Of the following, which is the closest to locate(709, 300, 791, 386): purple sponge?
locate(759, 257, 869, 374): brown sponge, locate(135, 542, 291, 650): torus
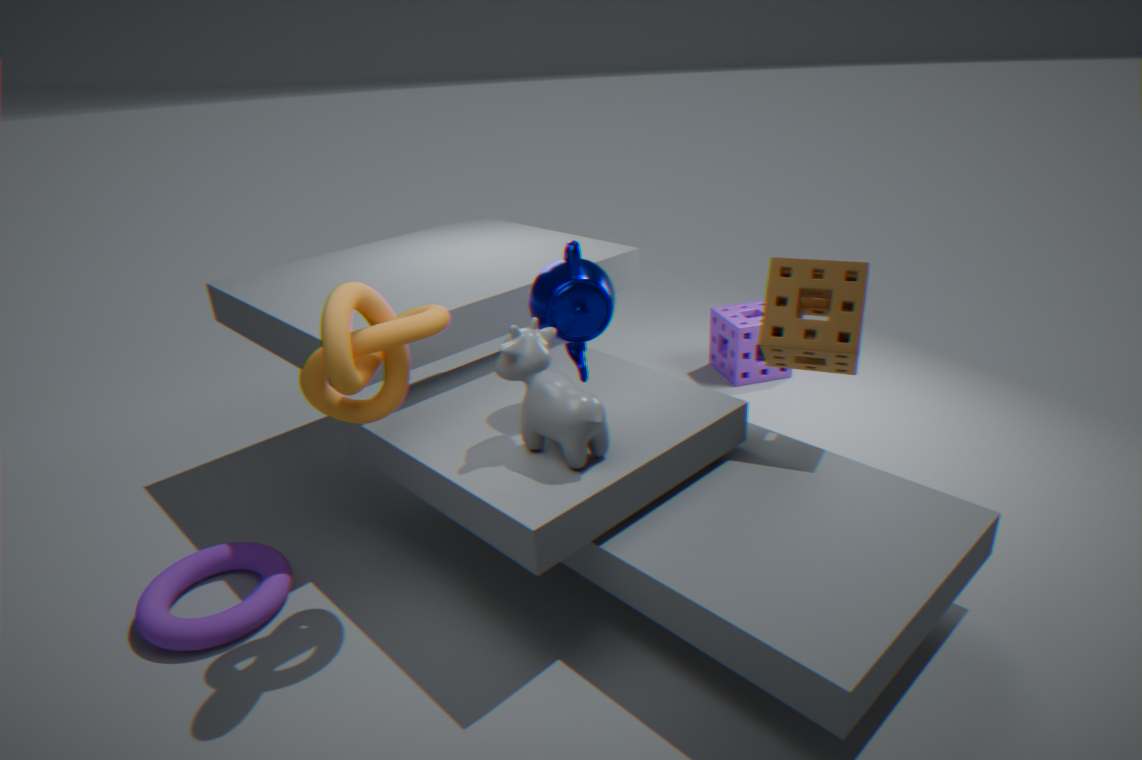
locate(759, 257, 869, 374): brown sponge
